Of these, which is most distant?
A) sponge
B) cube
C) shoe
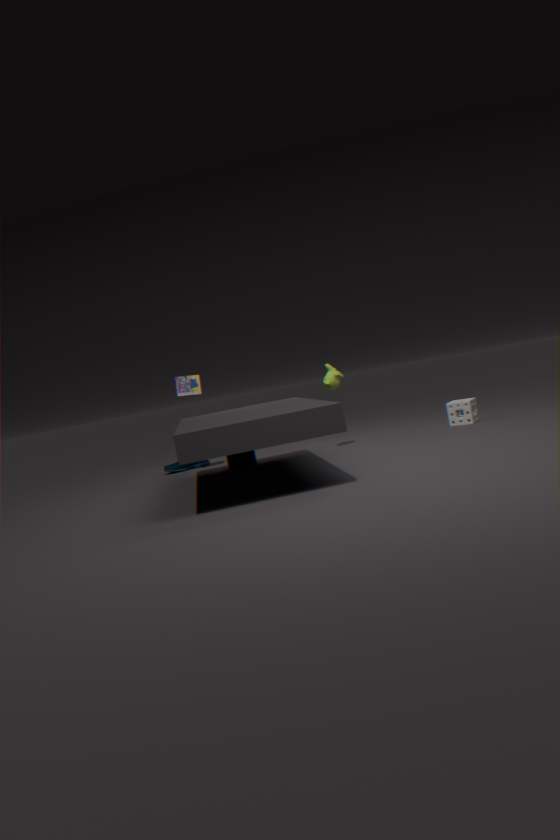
shoe
